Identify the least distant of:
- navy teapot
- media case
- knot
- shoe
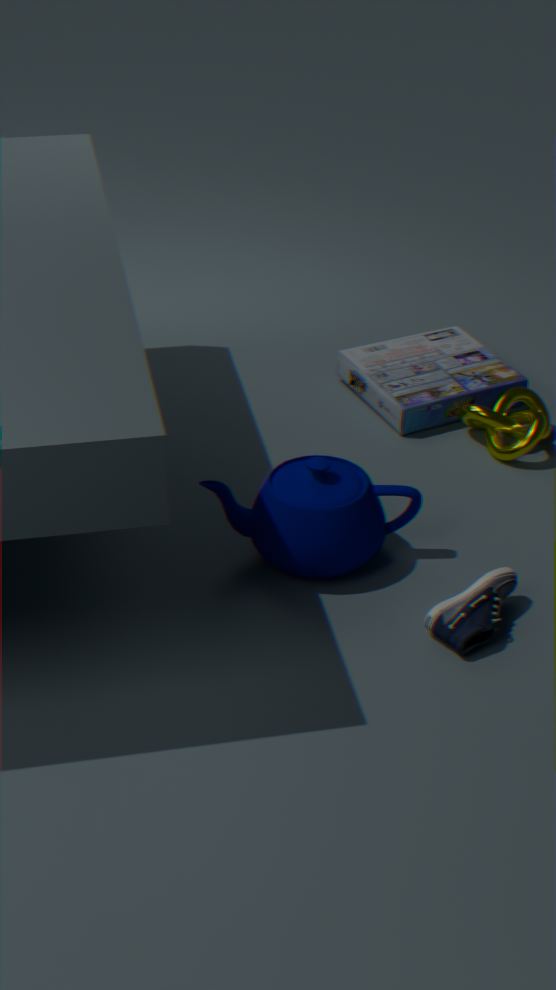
shoe
